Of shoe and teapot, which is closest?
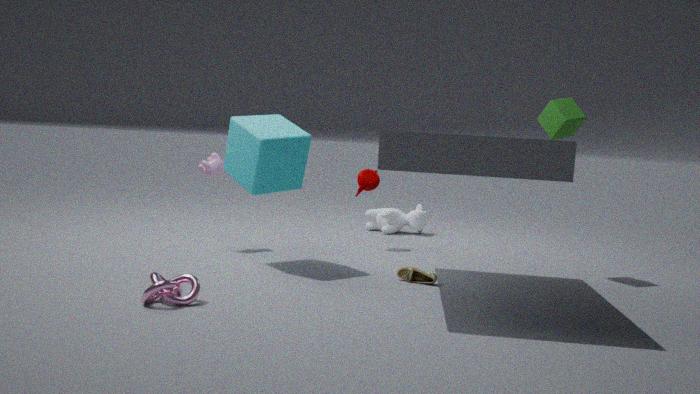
shoe
